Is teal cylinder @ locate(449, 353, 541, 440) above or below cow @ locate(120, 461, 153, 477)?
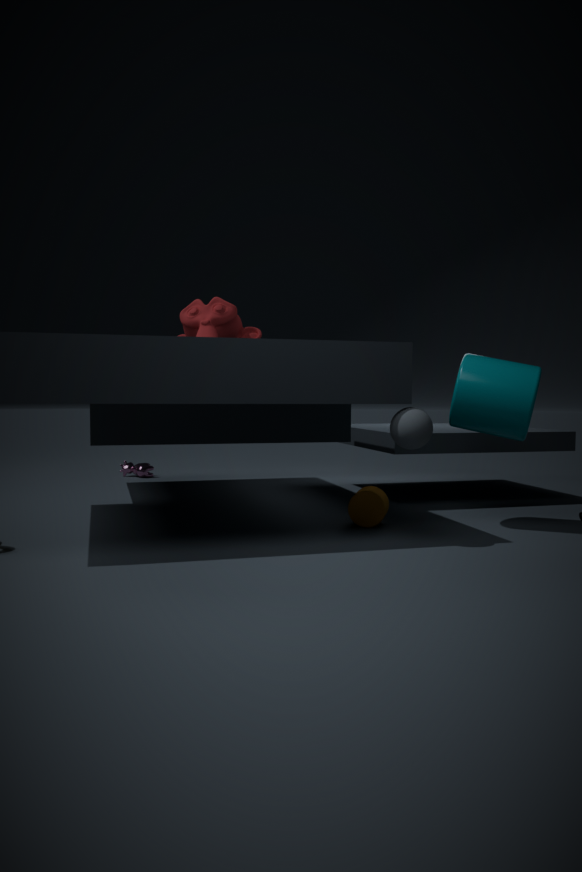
above
